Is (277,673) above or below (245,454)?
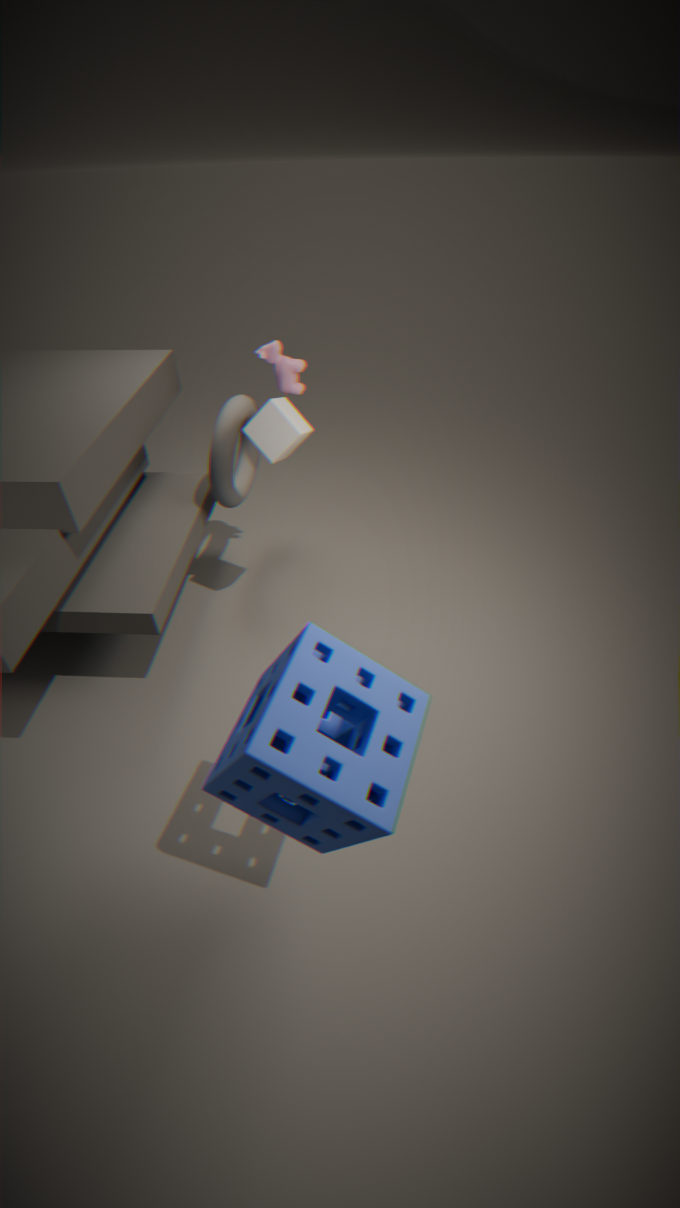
above
